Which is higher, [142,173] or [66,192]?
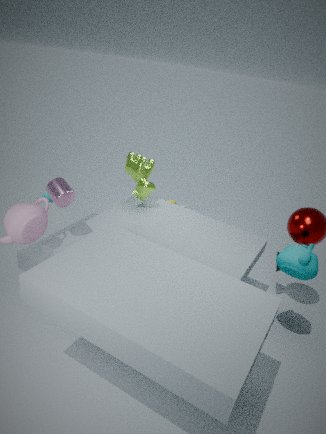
[66,192]
